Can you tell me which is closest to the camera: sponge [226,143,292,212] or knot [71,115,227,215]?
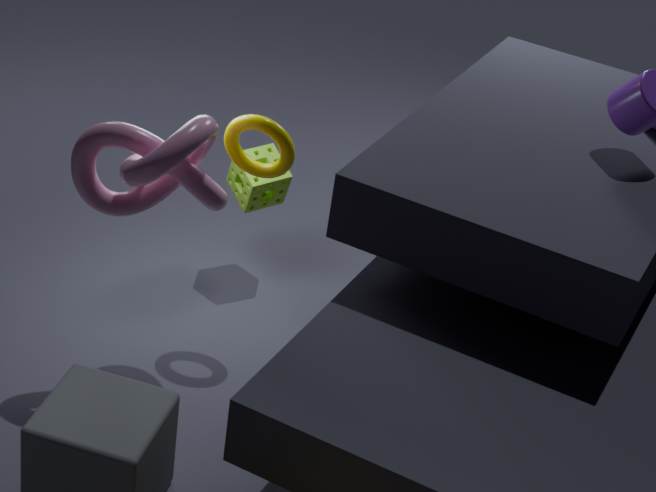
knot [71,115,227,215]
